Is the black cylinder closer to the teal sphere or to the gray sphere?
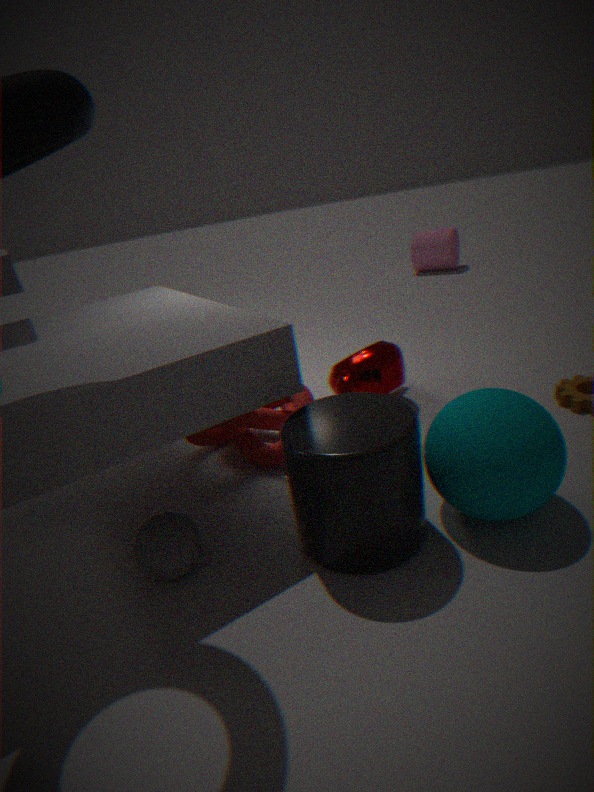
the teal sphere
